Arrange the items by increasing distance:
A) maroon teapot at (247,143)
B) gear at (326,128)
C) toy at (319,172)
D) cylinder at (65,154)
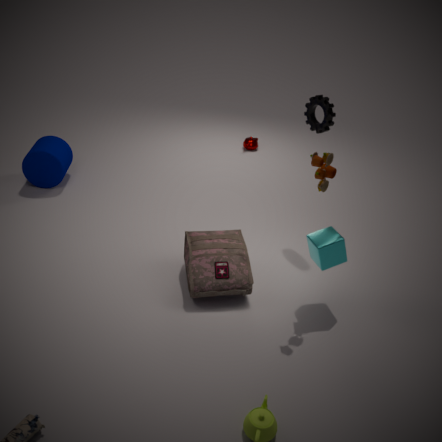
toy at (319,172) < gear at (326,128) < cylinder at (65,154) < maroon teapot at (247,143)
